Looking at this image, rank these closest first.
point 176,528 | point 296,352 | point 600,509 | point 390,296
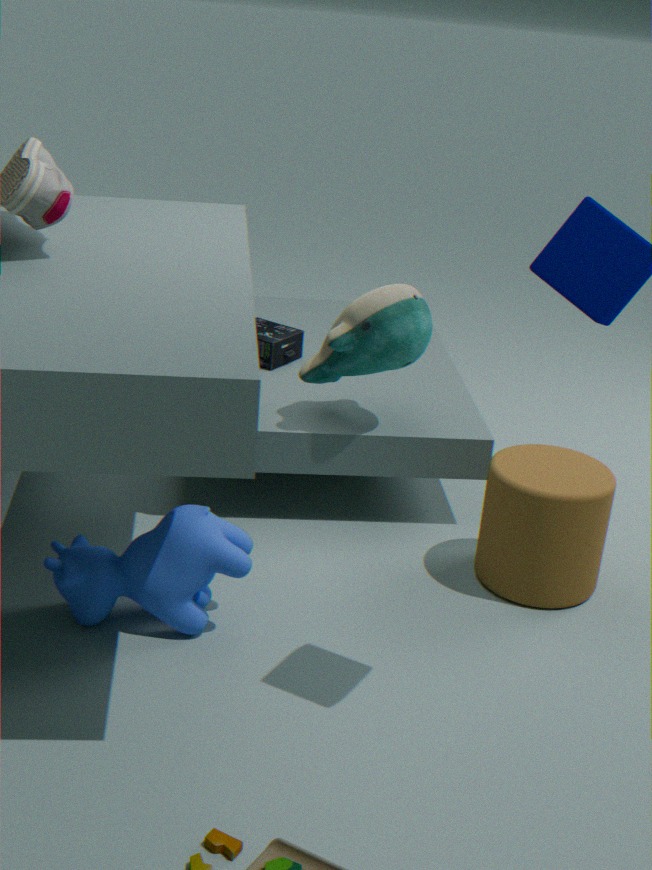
1. point 176,528
2. point 600,509
3. point 390,296
4. point 296,352
